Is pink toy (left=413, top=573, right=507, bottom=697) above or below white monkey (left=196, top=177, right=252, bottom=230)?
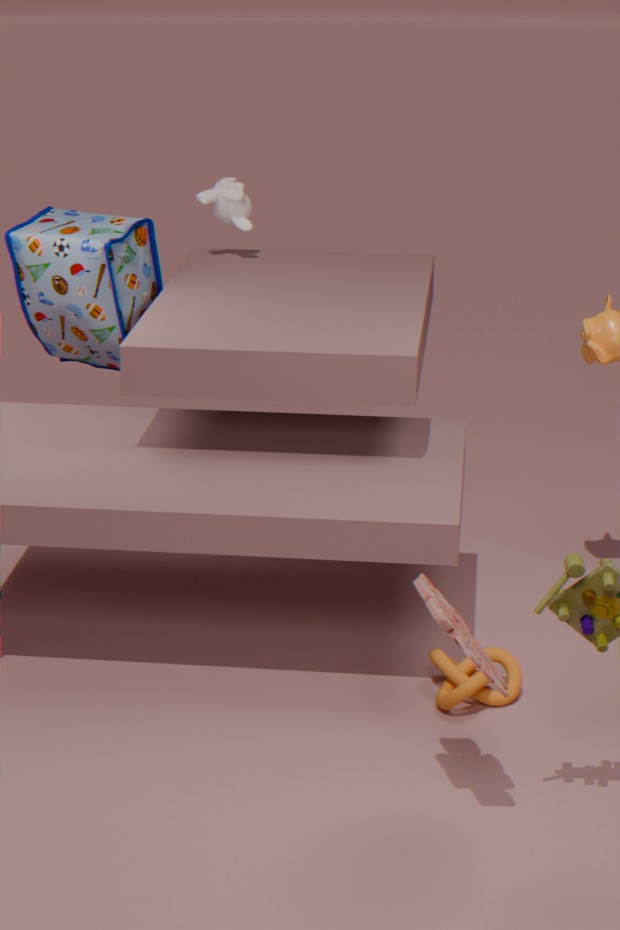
below
